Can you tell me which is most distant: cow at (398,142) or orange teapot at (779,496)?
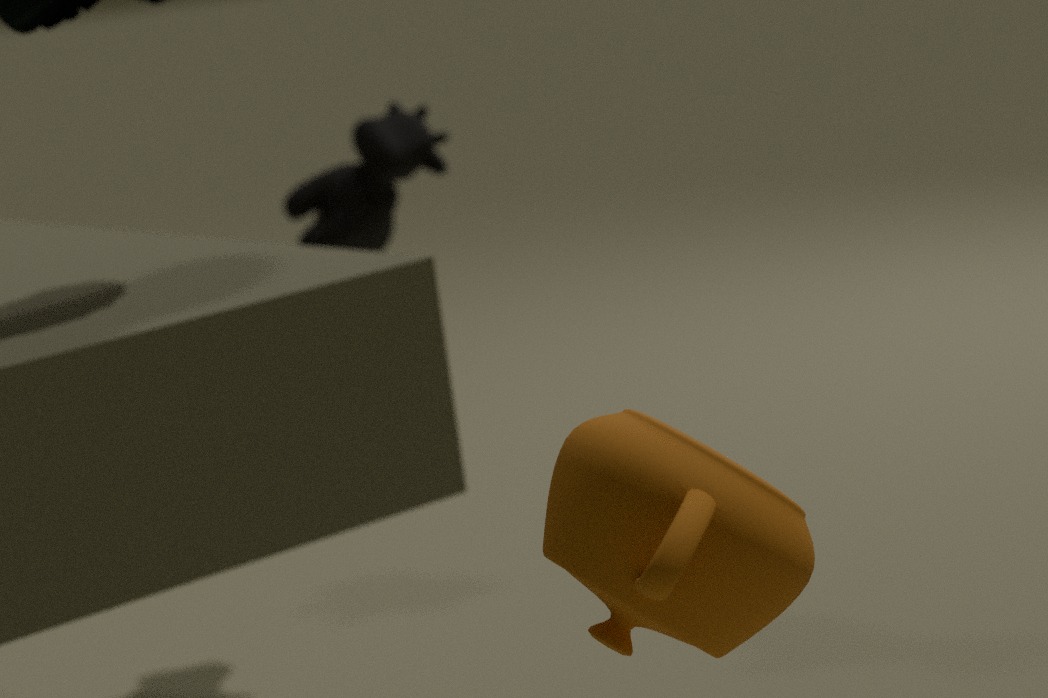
cow at (398,142)
